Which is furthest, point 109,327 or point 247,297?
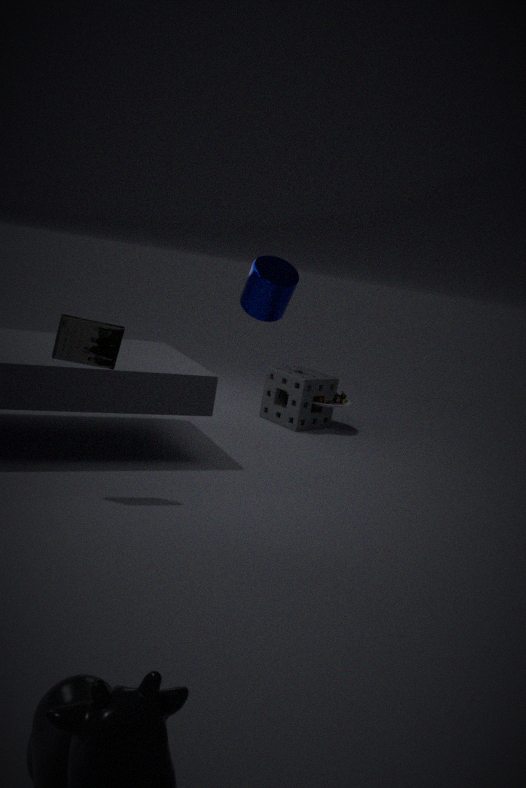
point 247,297
